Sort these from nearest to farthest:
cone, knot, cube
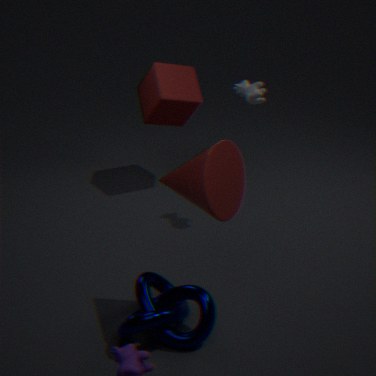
cone
knot
cube
